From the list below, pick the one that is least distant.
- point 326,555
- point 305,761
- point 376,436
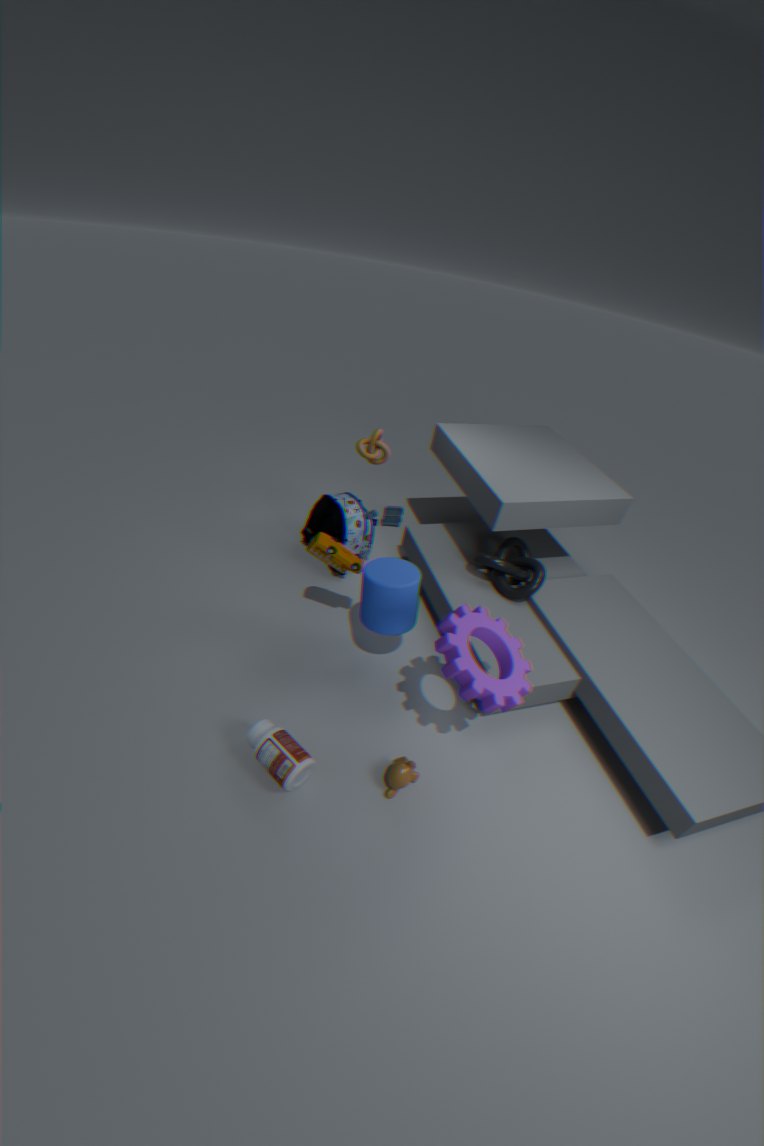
point 305,761
